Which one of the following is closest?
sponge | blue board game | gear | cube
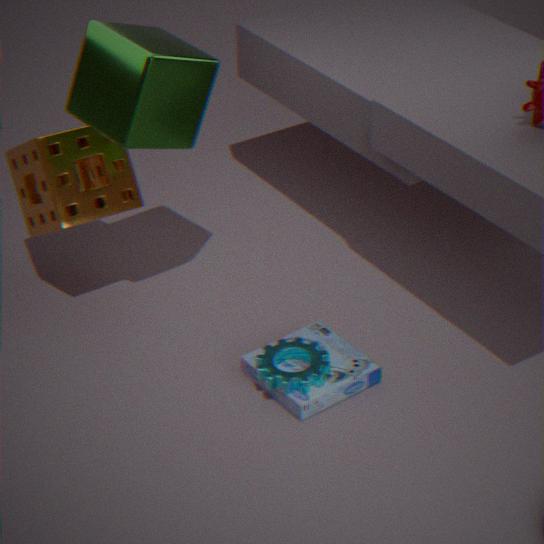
cube
